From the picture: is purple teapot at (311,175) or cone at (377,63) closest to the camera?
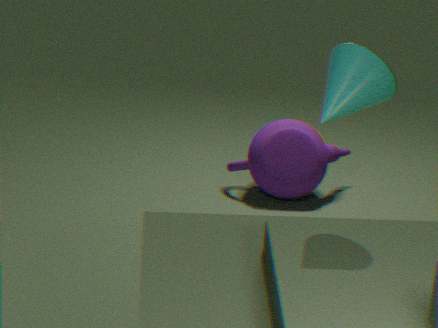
cone at (377,63)
